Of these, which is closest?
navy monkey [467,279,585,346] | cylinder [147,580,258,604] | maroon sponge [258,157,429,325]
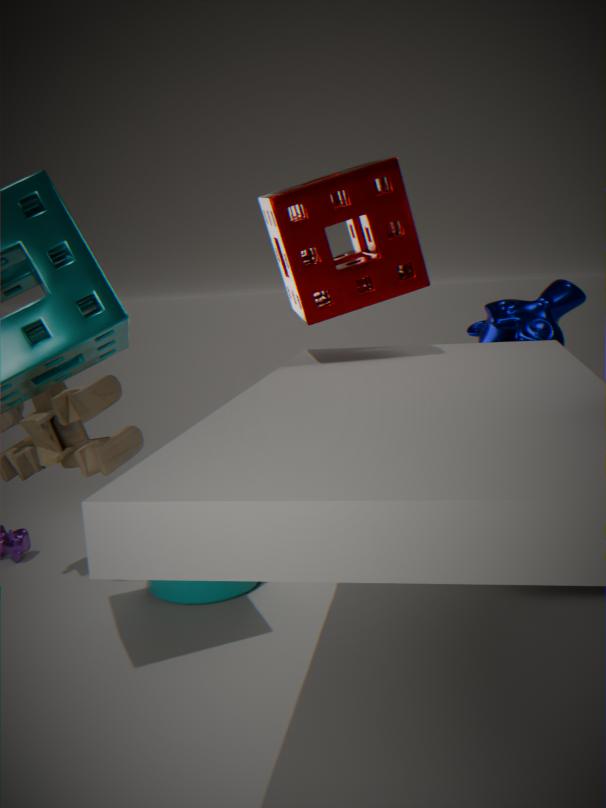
maroon sponge [258,157,429,325]
